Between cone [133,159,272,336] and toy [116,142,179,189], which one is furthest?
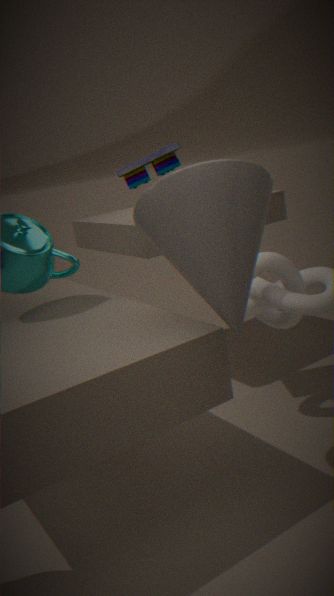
toy [116,142,179,189]
